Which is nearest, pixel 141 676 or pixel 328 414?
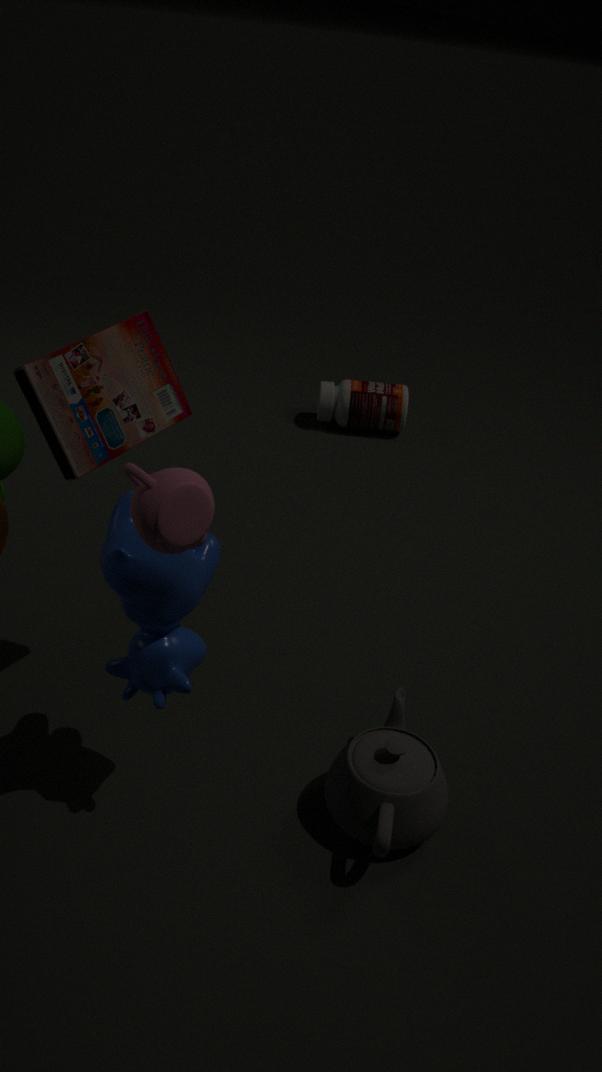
pixel 141 676
